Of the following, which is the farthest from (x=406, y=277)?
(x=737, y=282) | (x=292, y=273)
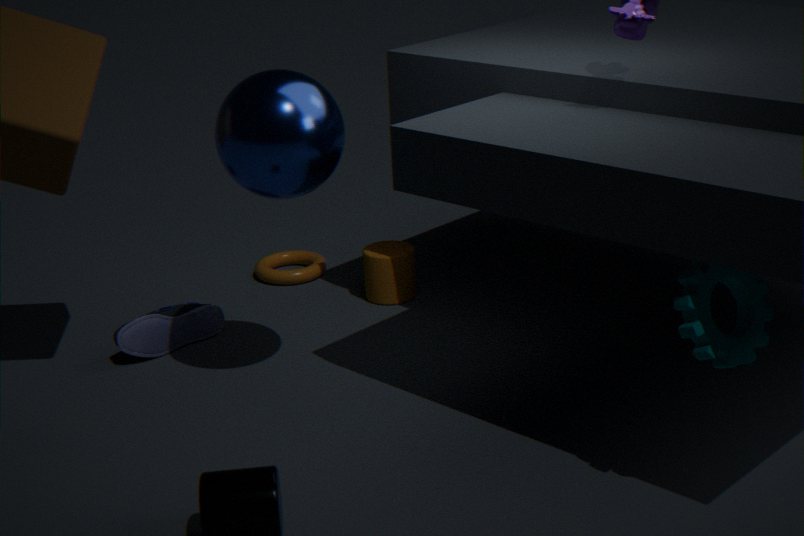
(x=737, y=282)
